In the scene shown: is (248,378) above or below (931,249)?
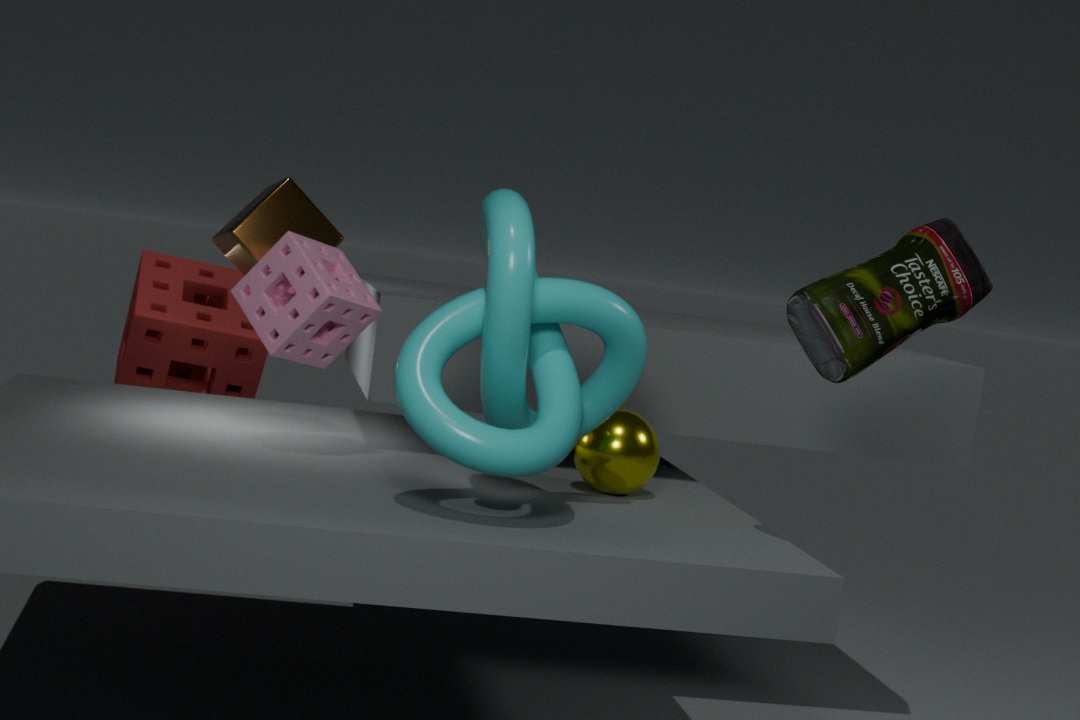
below
